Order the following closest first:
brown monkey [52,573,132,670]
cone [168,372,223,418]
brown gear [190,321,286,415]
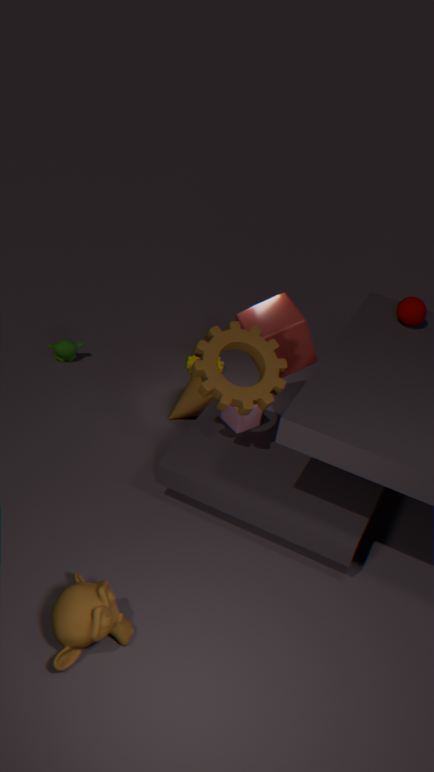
brown monkey [52,573,132,670] < brown gear [190,321,286,415] < cone [168,372,223,418]
